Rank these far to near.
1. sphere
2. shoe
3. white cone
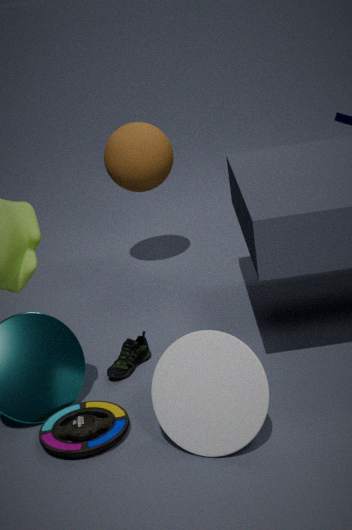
sphere, shoe, white cone
